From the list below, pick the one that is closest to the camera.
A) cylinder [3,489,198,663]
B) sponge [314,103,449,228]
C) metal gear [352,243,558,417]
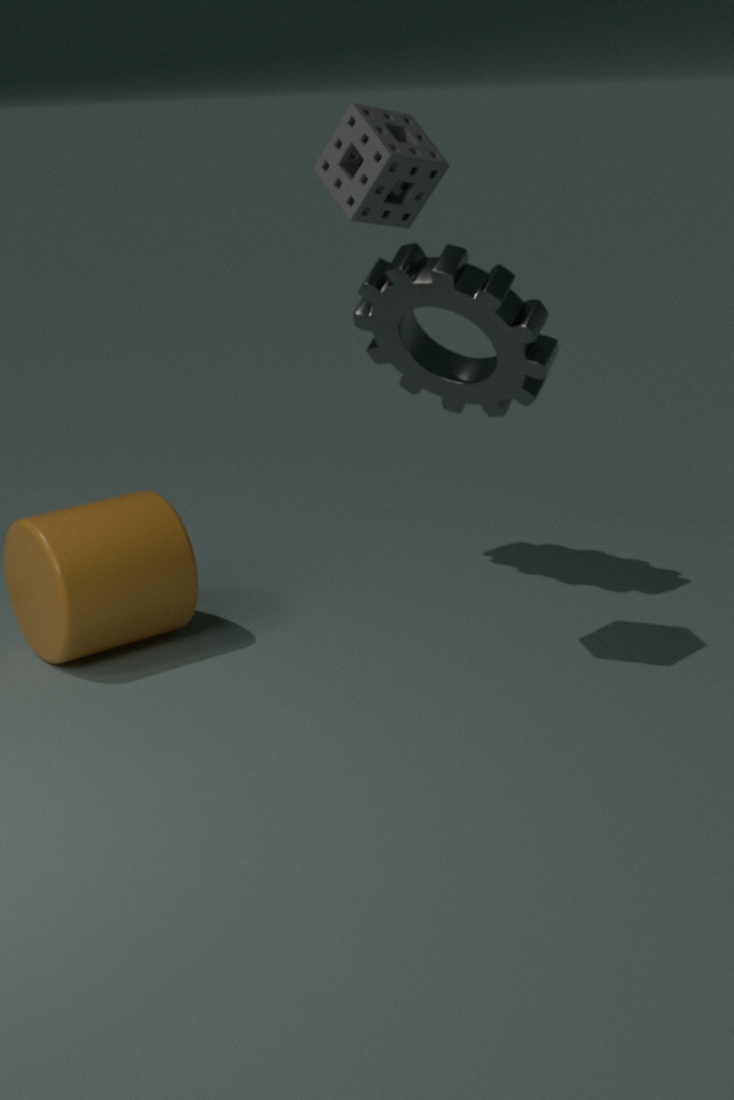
sponge [314,103,449,228]
